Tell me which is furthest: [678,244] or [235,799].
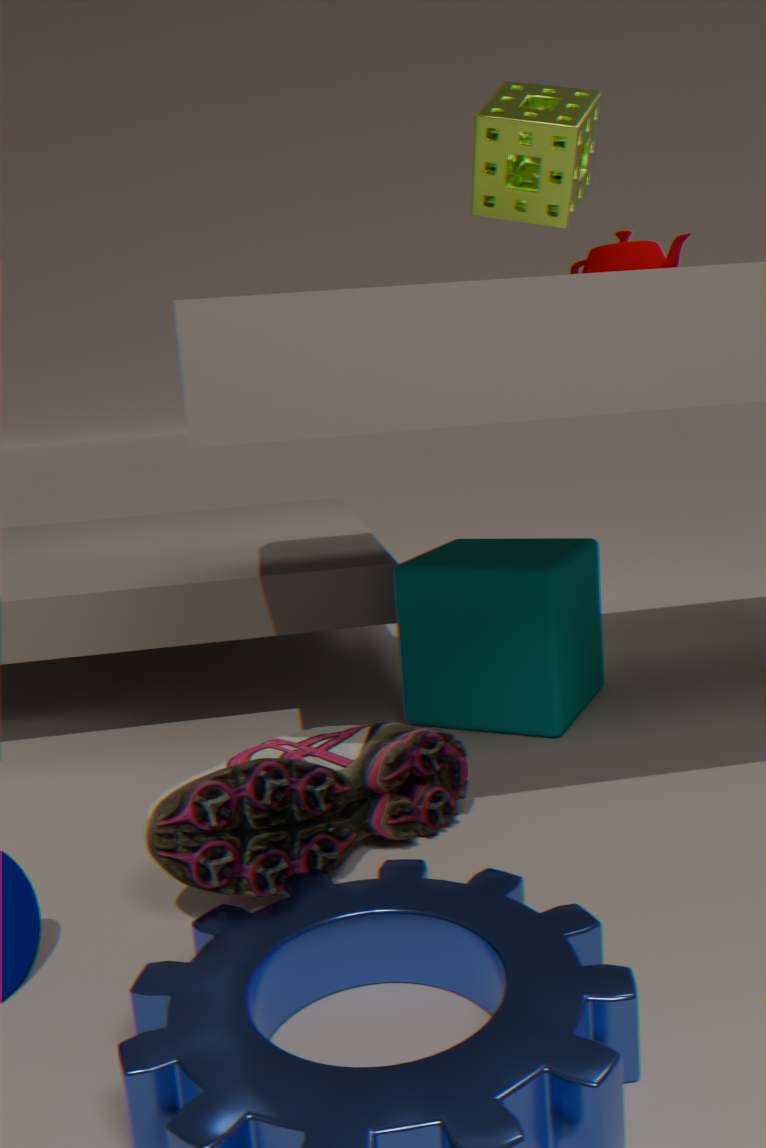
[678,244]
